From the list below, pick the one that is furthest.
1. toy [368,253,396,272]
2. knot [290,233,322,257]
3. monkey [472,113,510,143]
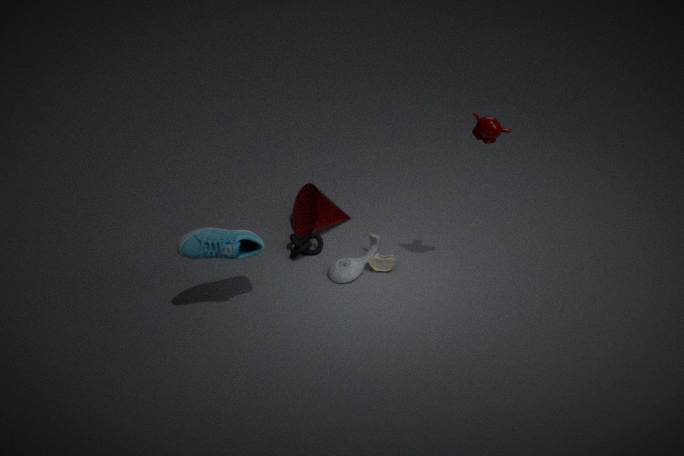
knot [290,233,322,257]
